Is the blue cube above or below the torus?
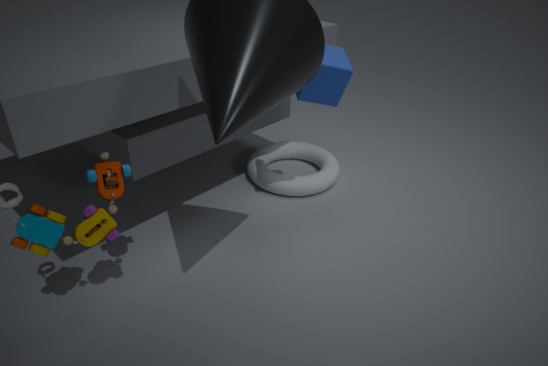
above
